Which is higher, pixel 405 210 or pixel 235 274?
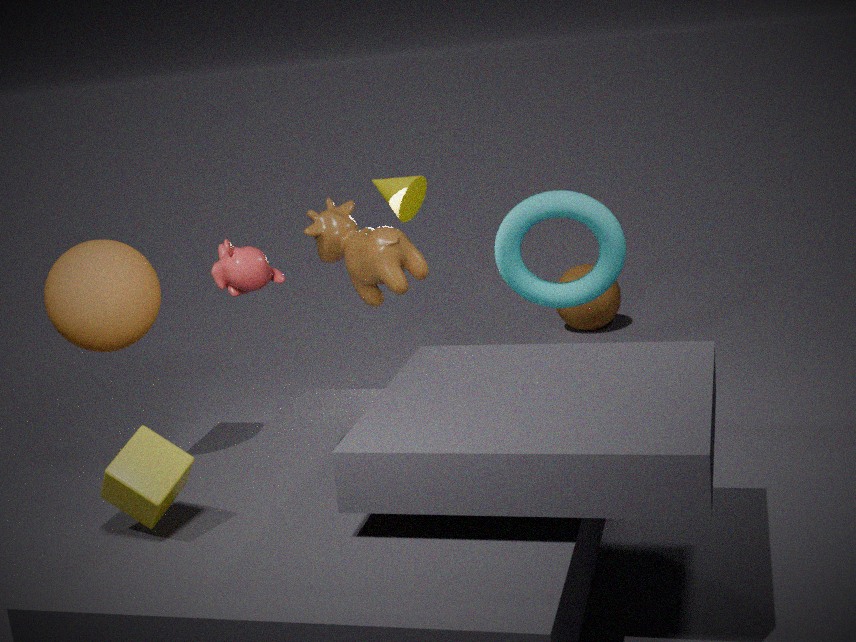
pixel 235 274
